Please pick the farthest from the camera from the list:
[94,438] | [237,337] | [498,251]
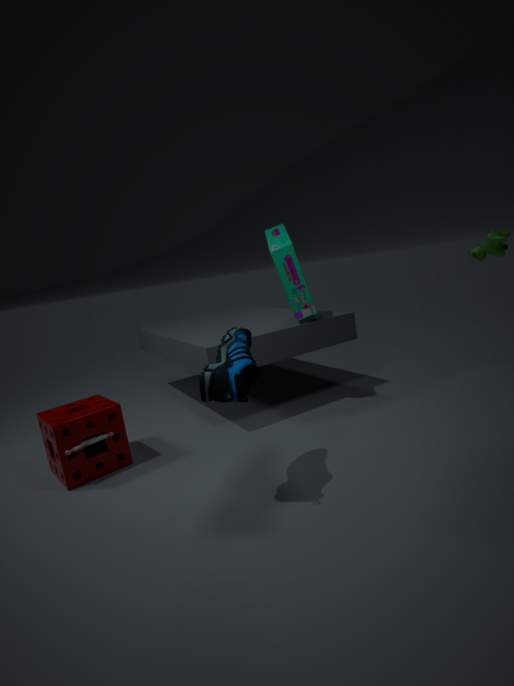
[498,251]
